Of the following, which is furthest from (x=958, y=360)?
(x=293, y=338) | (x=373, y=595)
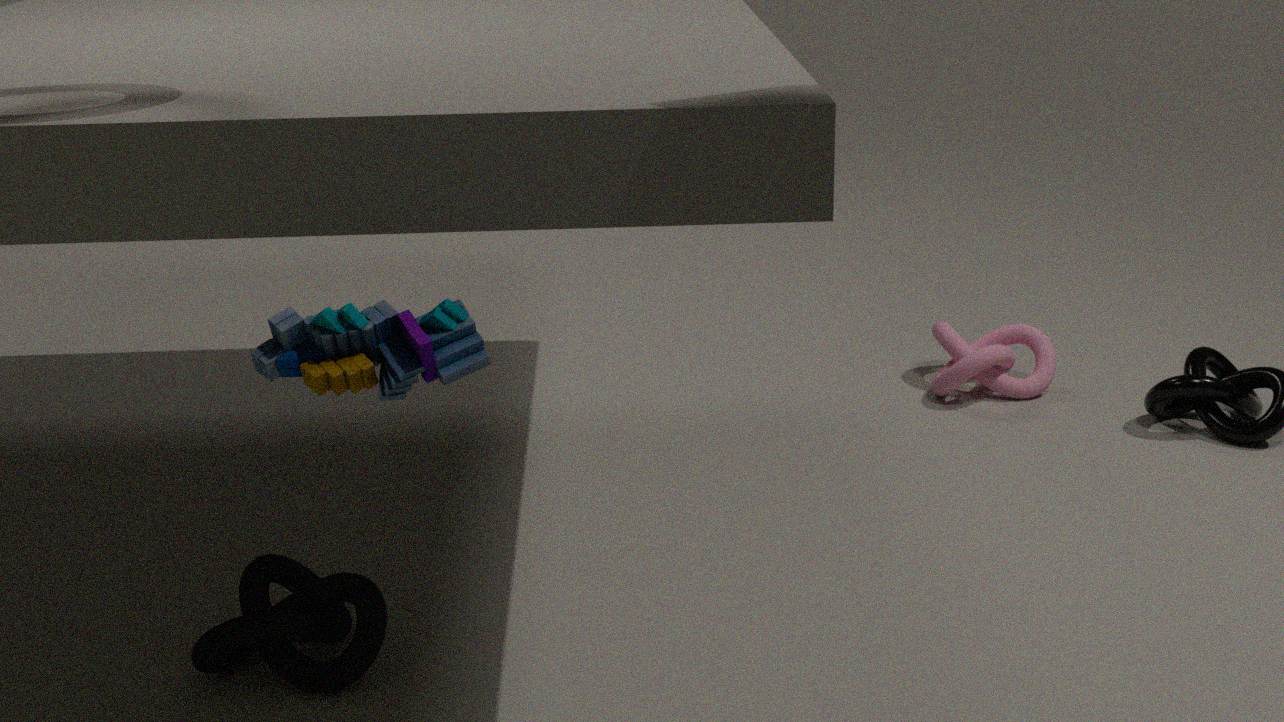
(x=293, y=338)
